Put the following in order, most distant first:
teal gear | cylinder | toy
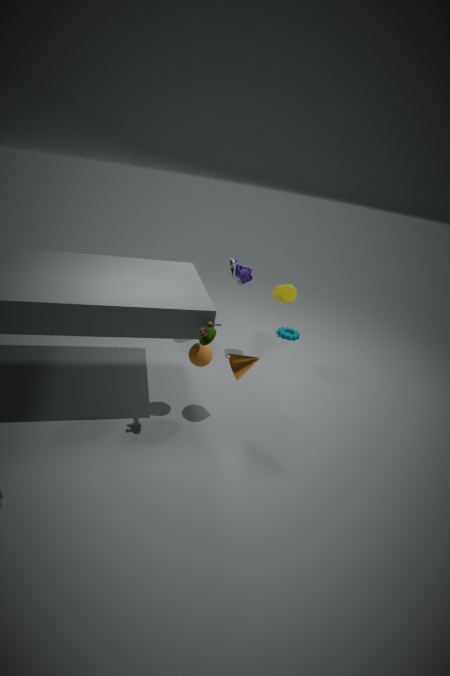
teal gear
cylinder
toy
